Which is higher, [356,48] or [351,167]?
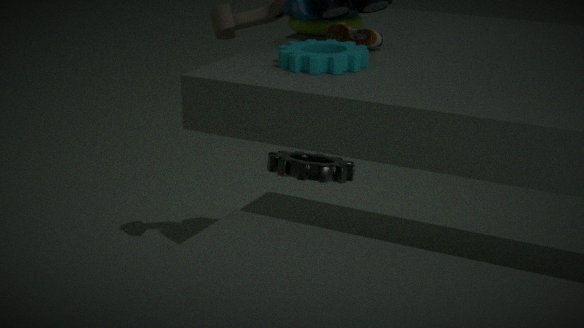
[356,48]
